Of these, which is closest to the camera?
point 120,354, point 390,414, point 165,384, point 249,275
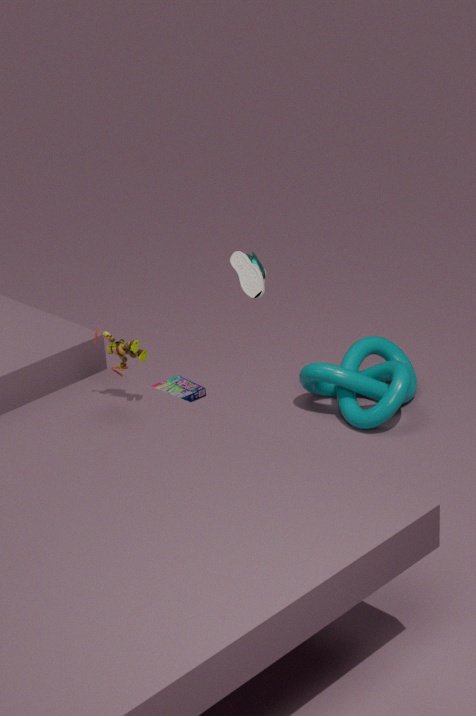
point 120,354
